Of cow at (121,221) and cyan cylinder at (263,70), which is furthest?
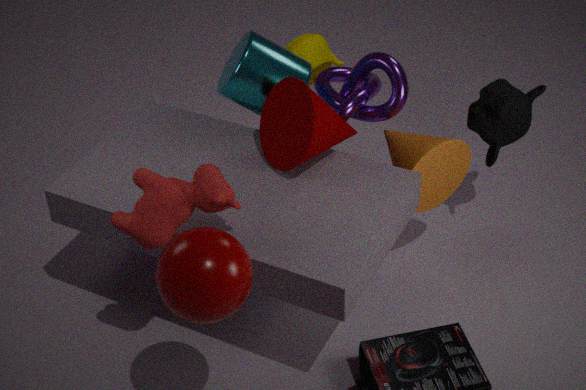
cyan cylinder at (263,70)
